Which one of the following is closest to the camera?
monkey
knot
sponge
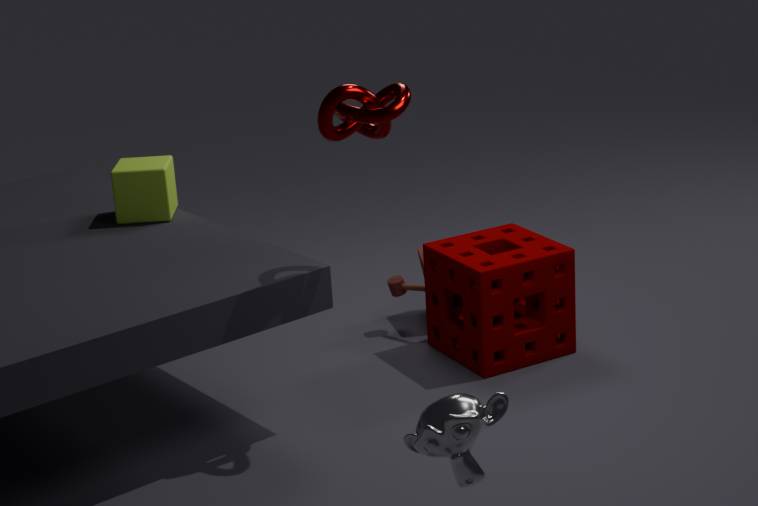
monkey
